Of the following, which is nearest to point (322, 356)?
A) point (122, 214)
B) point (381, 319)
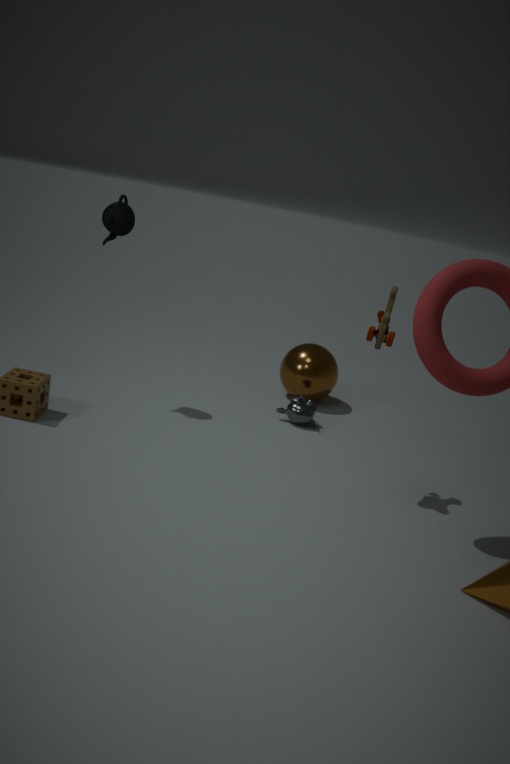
point (381, 319)
